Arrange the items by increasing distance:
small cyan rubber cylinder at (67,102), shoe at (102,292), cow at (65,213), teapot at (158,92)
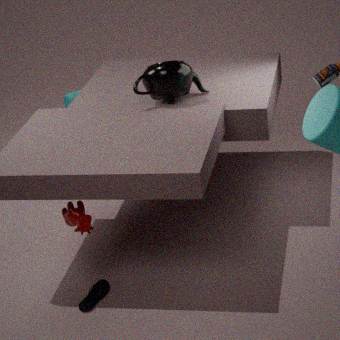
cow at (65,213), shoe at (102,292), teapot at (158,92), small cyan rubber cylinder at (67,102)
